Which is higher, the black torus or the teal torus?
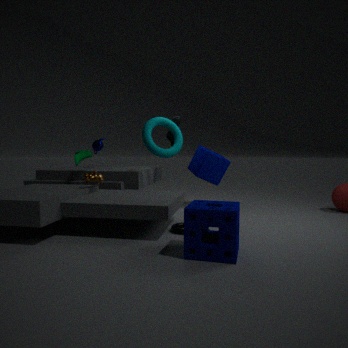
the teal torus
